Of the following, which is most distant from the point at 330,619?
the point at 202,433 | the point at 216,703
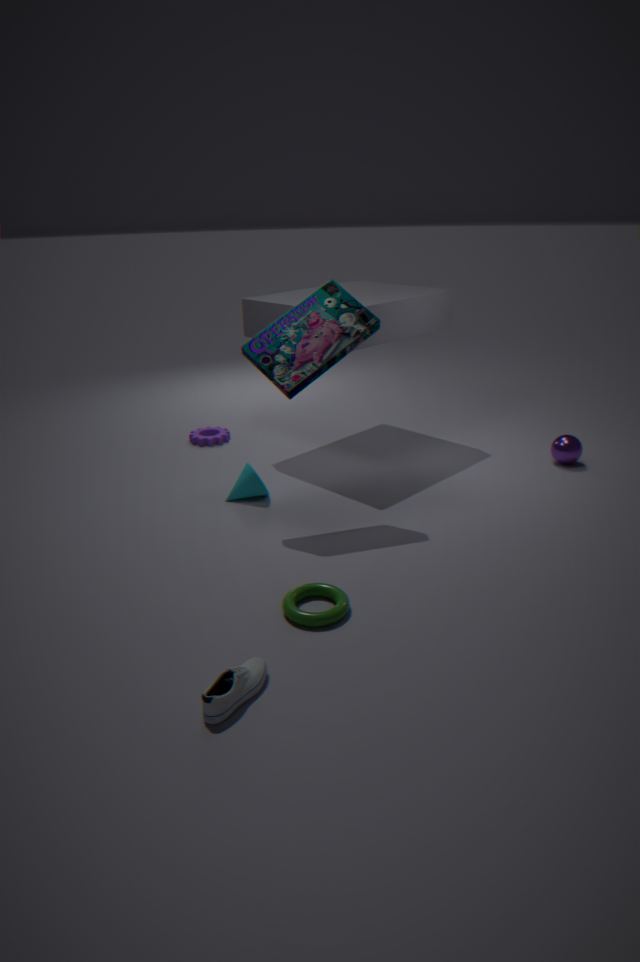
the point at 202,433
